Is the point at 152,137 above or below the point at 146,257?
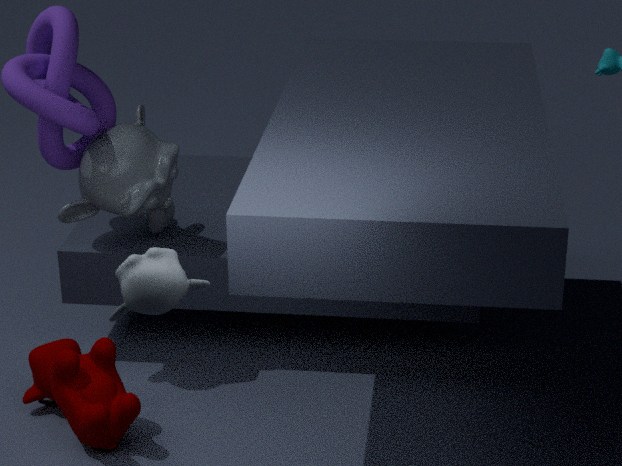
below
